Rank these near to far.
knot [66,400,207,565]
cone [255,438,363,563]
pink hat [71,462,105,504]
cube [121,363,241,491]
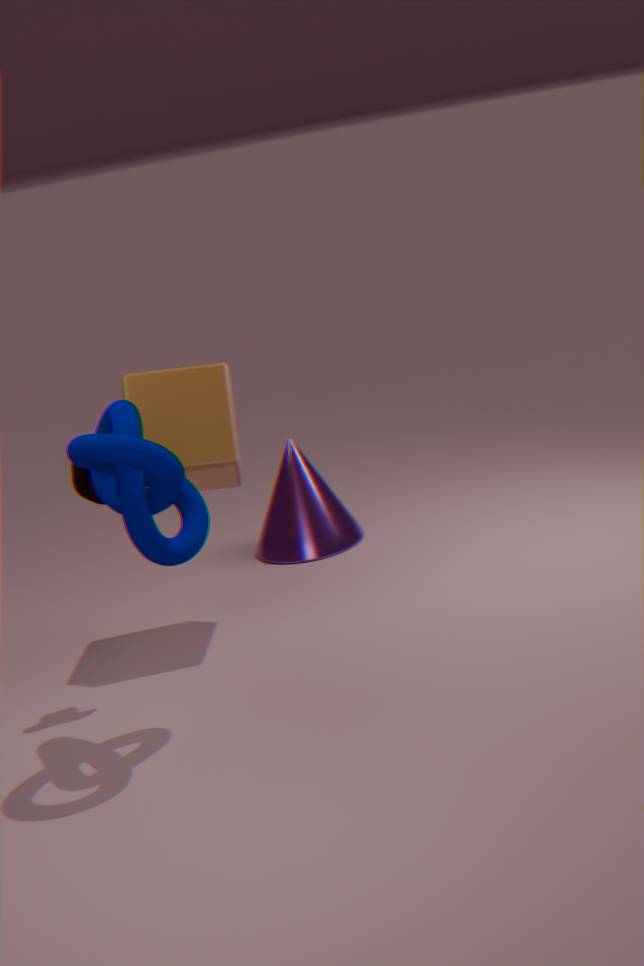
1. knot [66,400,207,565]
2. pink hat [71,462,105,504]
3. cube [121,363,241,491]
4. cone [255,438,363,563]
